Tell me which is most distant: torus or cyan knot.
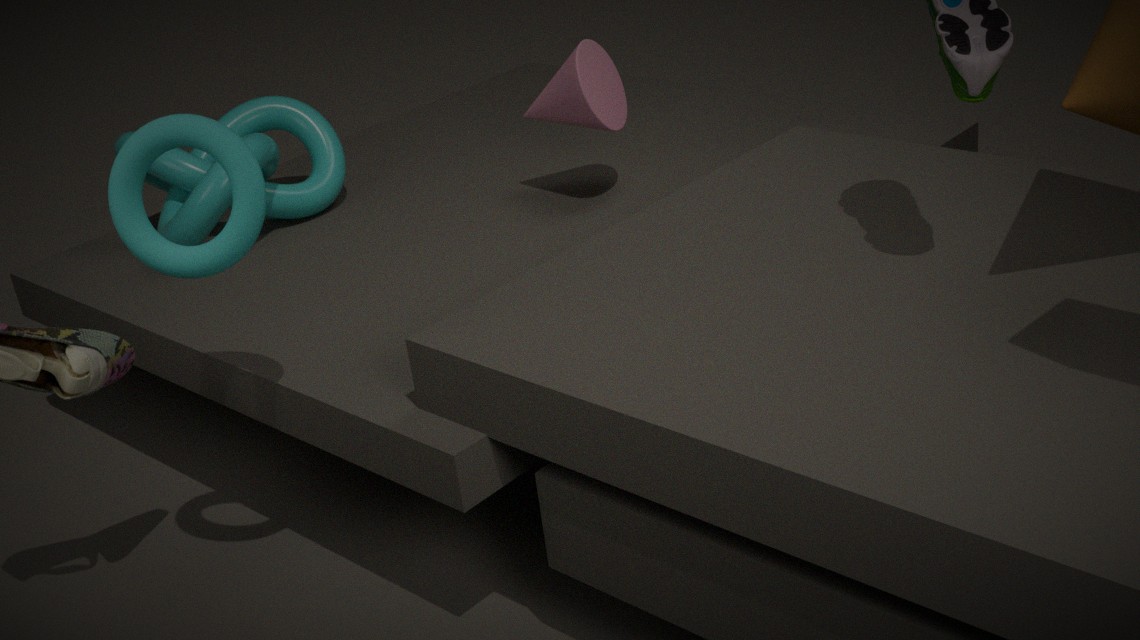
cyan knot
